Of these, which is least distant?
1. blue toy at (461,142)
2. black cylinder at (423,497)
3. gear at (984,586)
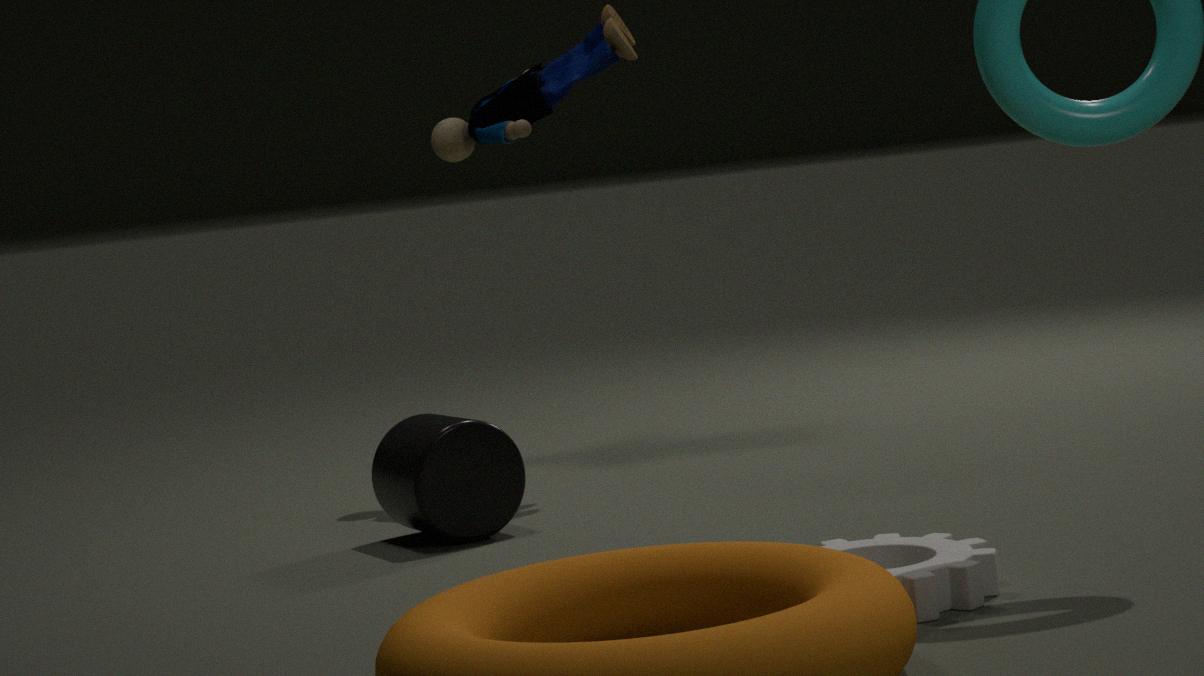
gear at (984,586)
